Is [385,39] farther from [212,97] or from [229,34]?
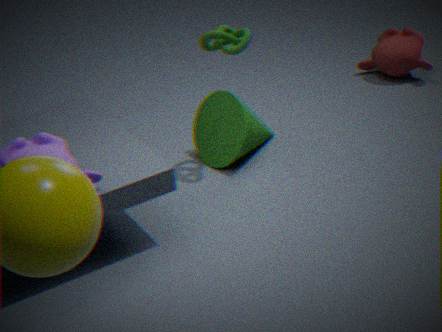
[229,34]
